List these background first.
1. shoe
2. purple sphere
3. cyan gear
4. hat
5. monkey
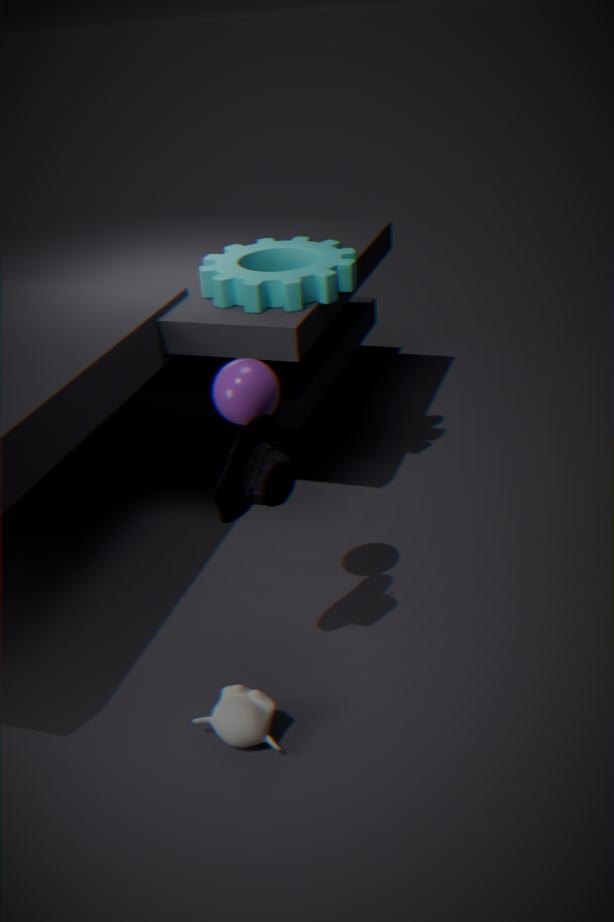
1. shoe
2. cyan gear
3. purple sphere
4. monkey
5. hat
